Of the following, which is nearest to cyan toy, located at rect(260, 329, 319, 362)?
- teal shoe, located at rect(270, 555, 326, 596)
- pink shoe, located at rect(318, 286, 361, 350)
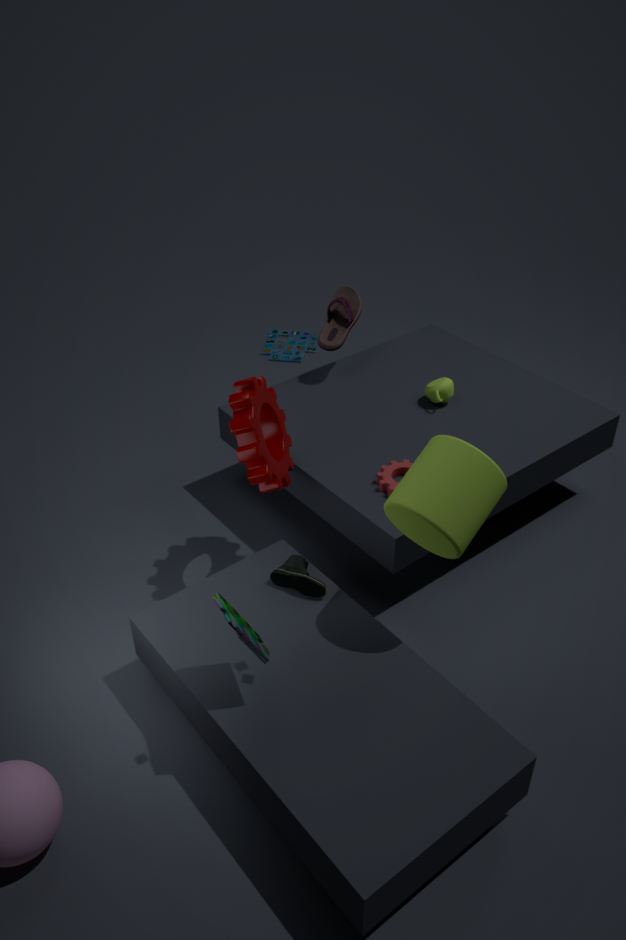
pink shoe, located at rect(318, 286, 361, 350)
